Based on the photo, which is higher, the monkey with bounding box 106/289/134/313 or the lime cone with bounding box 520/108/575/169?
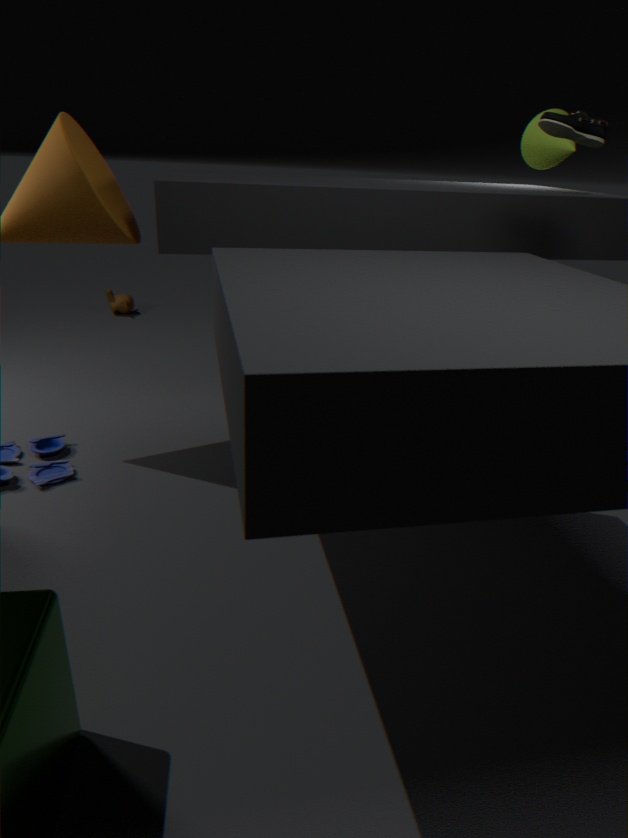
the lime cone with bounding box 520/108/575/169
